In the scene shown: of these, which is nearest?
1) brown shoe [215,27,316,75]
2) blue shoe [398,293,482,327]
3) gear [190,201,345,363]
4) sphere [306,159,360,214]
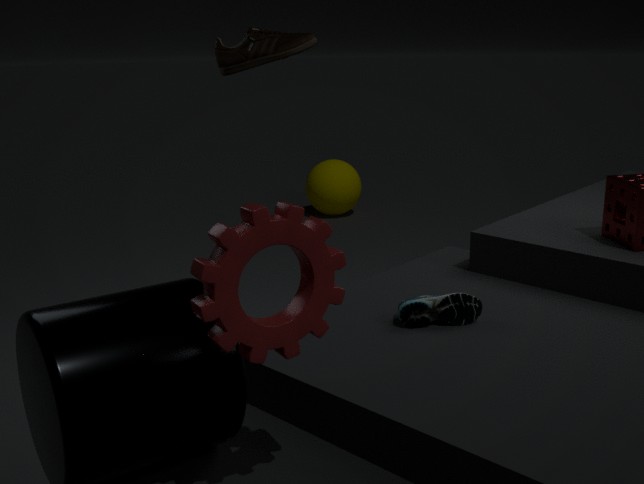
3. gear [190,201,345,363]
